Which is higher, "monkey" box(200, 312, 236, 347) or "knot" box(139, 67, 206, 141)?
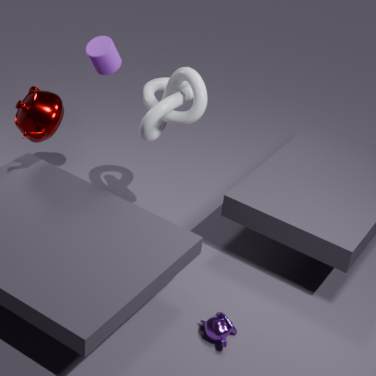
"knot" box(139, 67, 206, 141)
